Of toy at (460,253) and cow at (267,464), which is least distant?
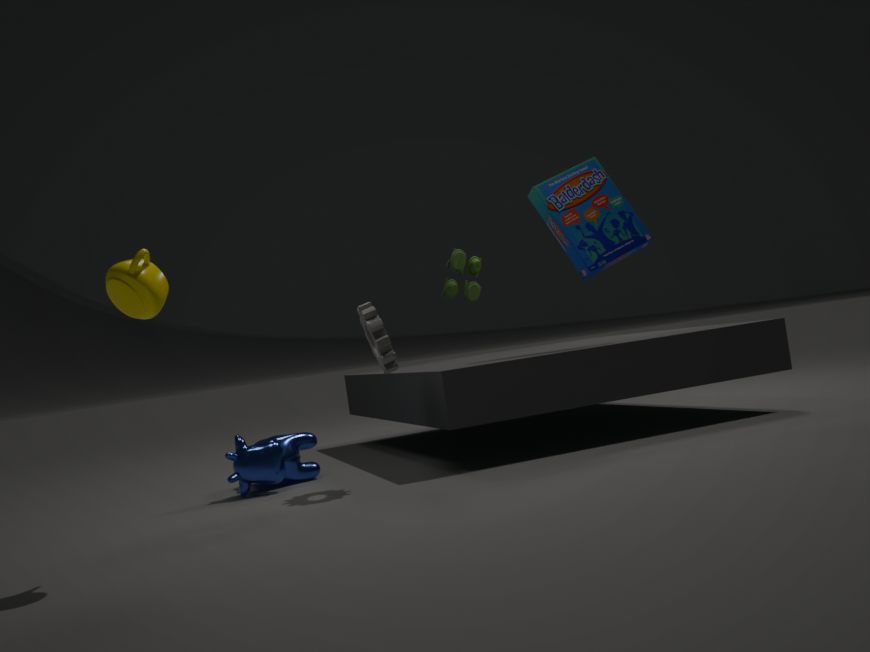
cow at (267,464)
